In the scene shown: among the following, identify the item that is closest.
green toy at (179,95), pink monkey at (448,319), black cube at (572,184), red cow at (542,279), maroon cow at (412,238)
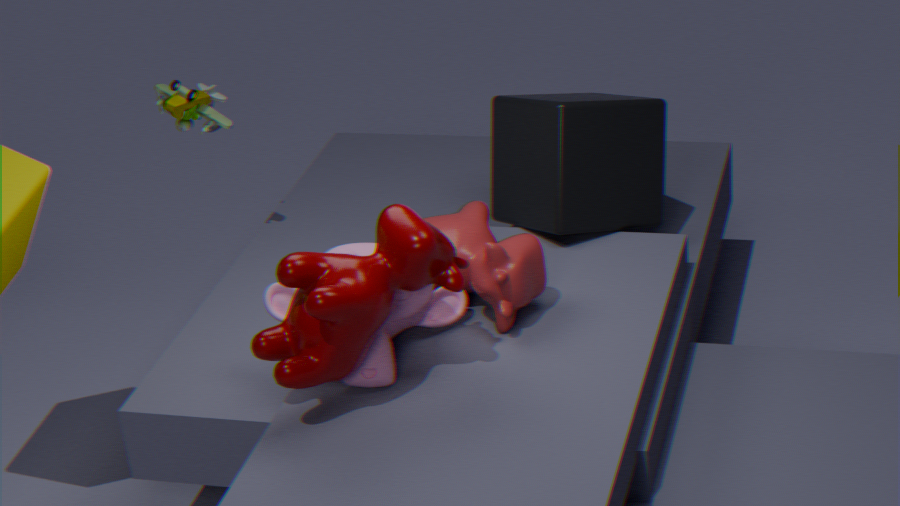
maroon cow at (412,238)
